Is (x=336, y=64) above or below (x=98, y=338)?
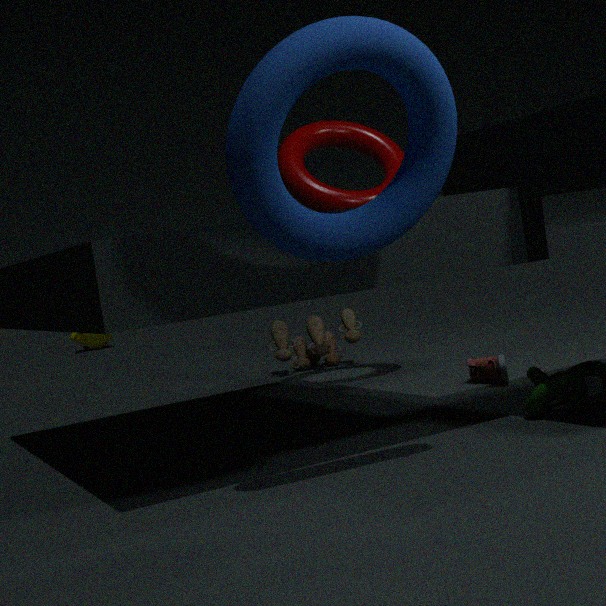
above
